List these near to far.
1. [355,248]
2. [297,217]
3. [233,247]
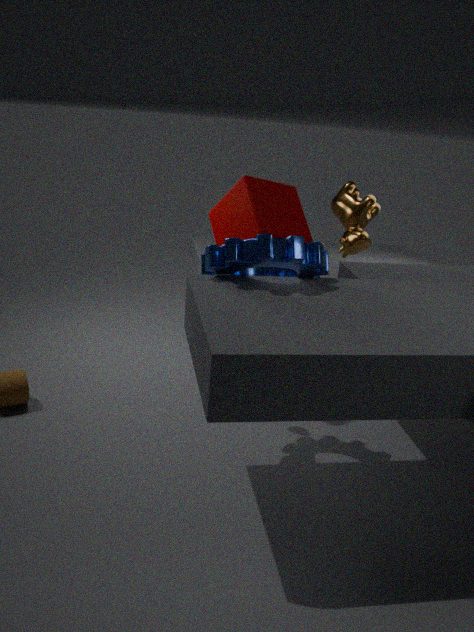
1. [233,247]
2. [297,217]
3. [355,248]
